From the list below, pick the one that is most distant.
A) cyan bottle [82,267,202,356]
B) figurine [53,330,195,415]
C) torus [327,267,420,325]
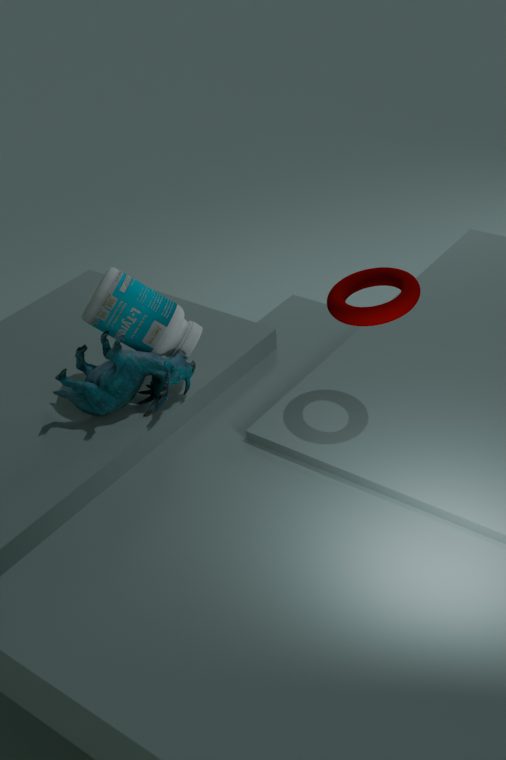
cyan bottle [82,267,202,356]
